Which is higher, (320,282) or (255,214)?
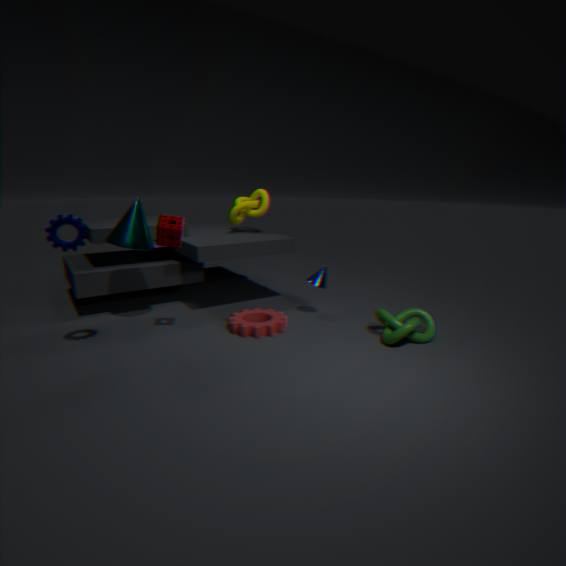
(255,214)
